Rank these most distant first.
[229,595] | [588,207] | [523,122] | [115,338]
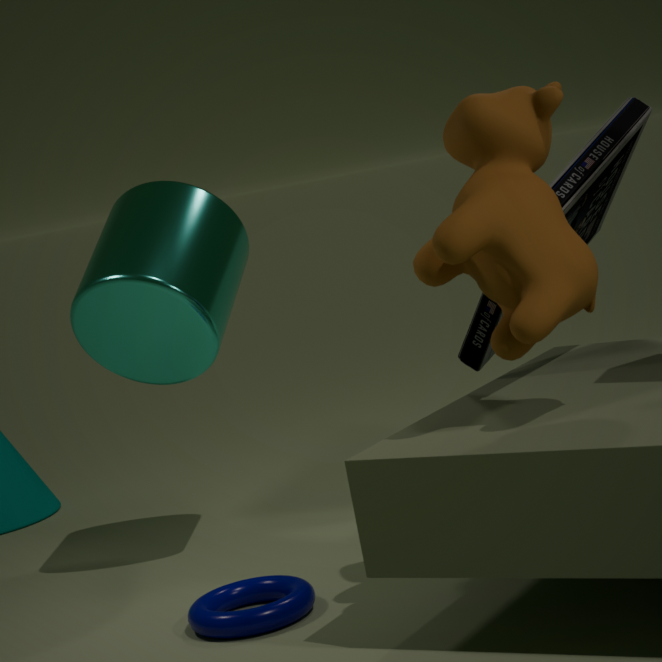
[115,338] → [588,207] → [229,595] → [523,122]
